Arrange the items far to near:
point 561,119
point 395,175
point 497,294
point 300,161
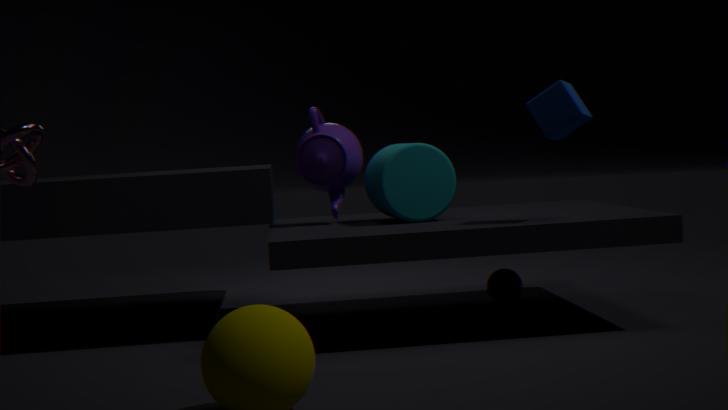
point 497,294
point 300,161
point 395,175
point 561,119
